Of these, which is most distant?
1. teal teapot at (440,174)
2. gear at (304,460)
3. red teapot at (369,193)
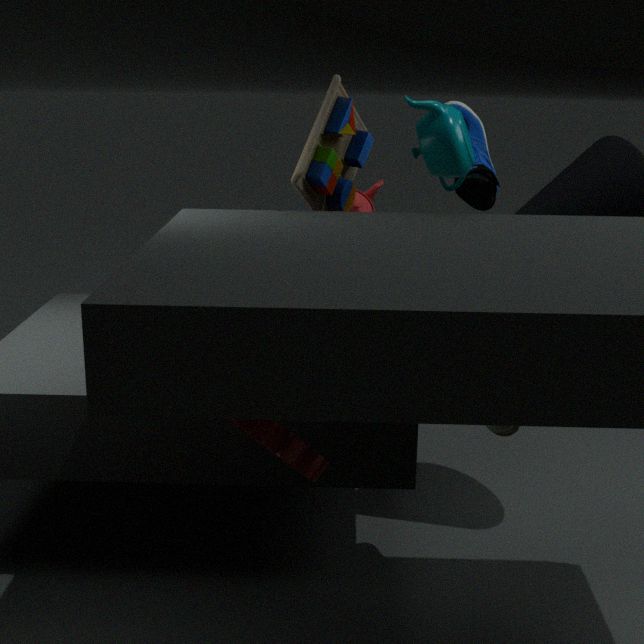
red teapot at (369,193)
